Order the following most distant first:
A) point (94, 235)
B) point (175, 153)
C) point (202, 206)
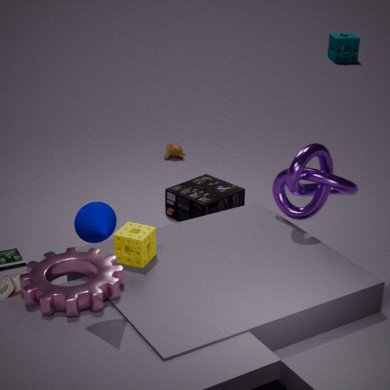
point (175, 153), point (202, 206), point (94, 235)
